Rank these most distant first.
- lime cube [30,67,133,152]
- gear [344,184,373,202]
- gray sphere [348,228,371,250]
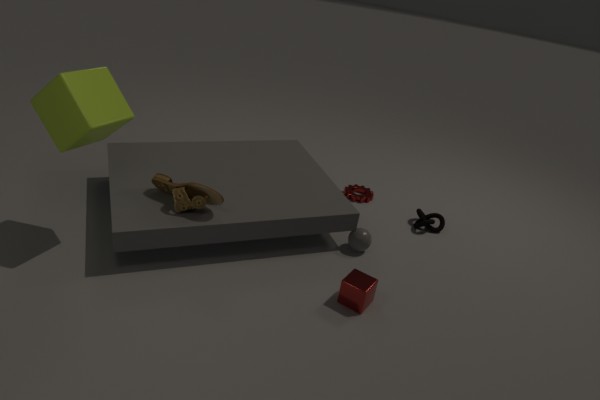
gear [344,184,373,202] → gray sphere [348,228,371,250] → lime cube [30,67,133,152]
